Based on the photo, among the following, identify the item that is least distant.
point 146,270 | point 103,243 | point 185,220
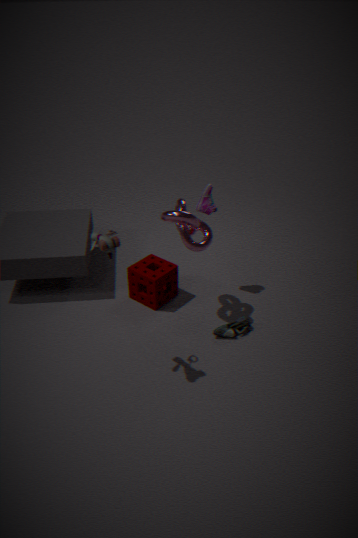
point 103,243
